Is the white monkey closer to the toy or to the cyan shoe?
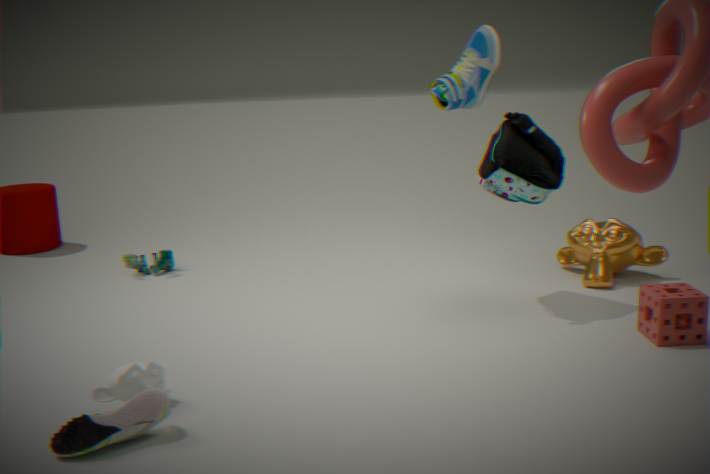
the toy
